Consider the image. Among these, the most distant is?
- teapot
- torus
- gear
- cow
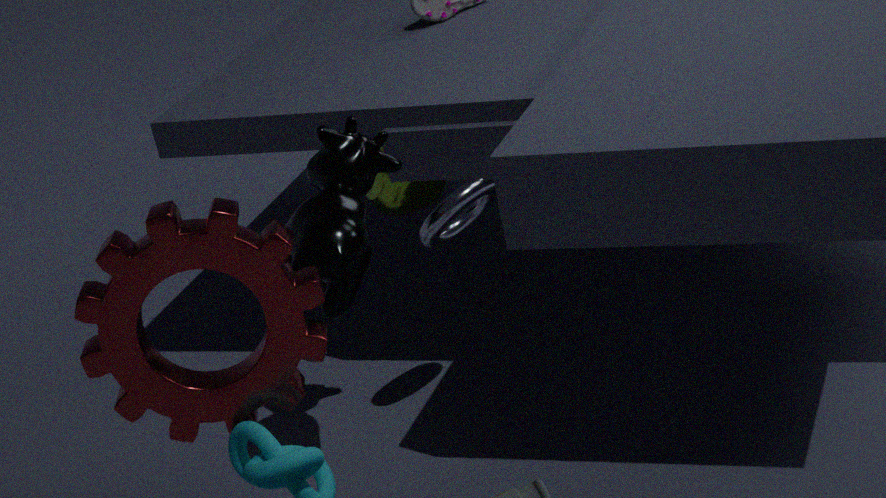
teapot
